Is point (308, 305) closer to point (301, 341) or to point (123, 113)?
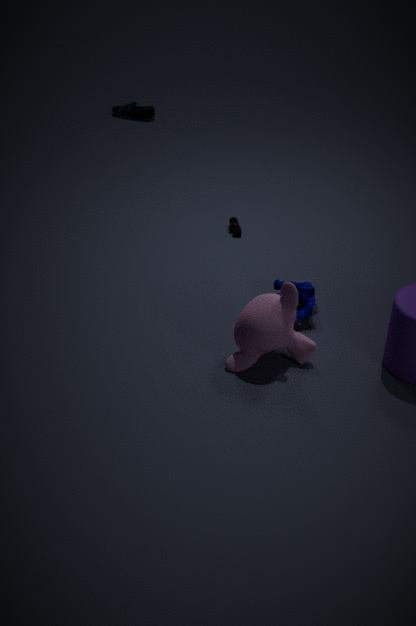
point (301, 341)
